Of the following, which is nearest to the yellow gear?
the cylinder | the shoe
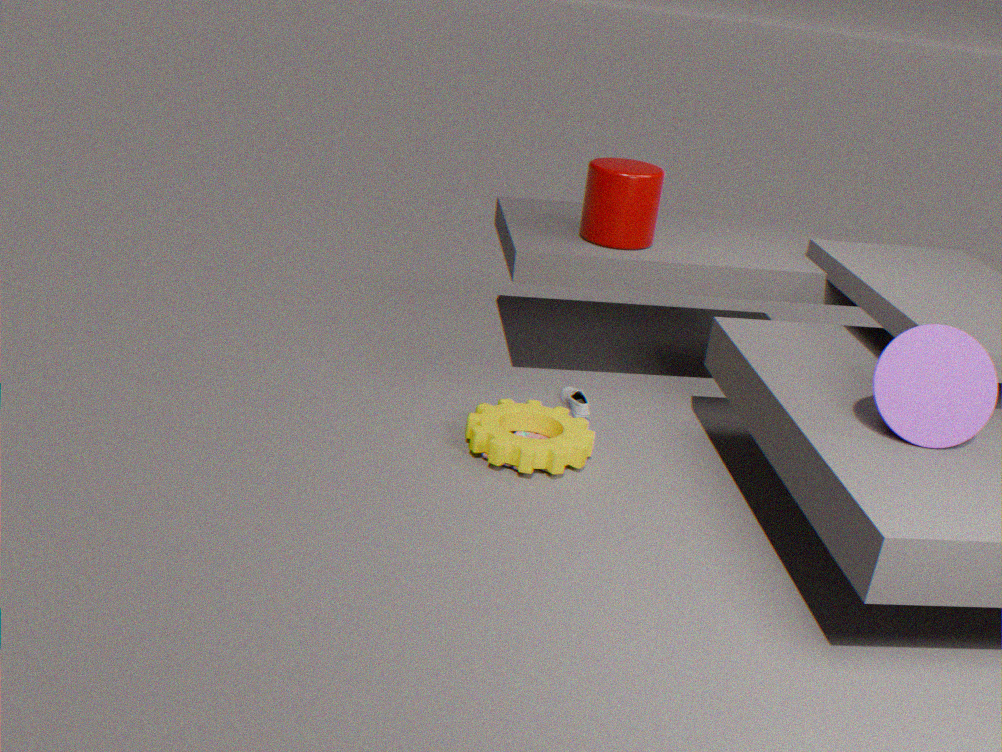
the shoe
